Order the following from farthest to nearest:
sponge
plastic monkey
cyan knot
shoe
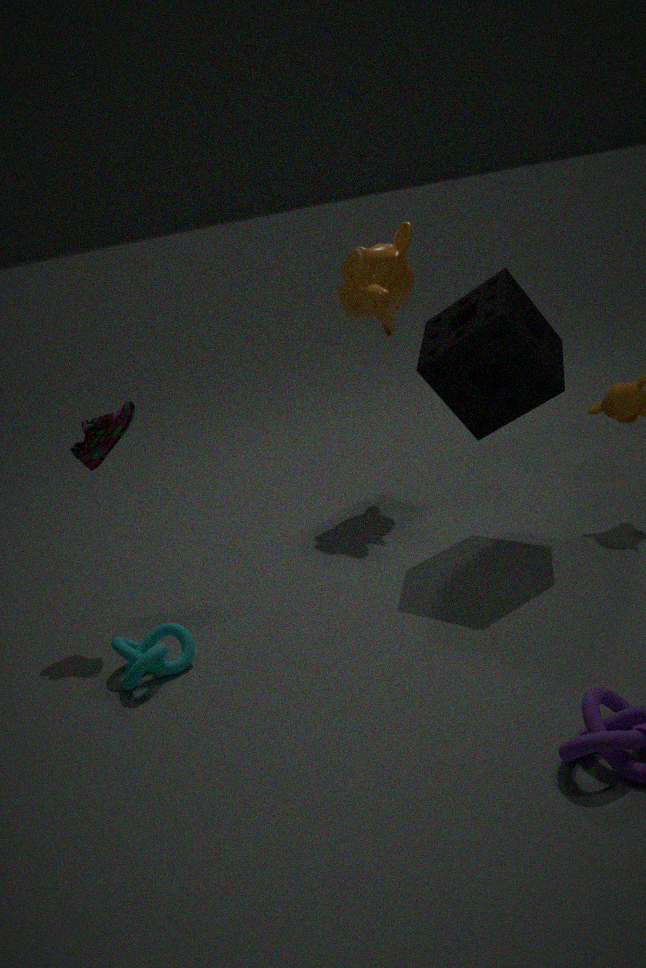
plastic monkey → shoe → sponge → cyan knot
